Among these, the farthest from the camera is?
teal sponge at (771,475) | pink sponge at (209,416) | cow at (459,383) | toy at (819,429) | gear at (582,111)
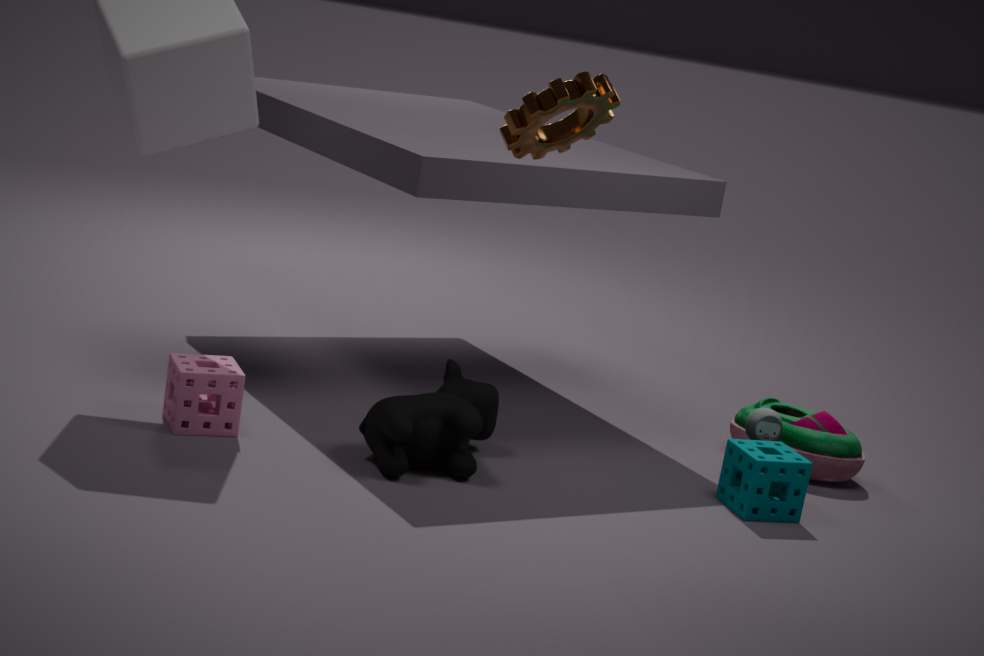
toy at (819,429)
